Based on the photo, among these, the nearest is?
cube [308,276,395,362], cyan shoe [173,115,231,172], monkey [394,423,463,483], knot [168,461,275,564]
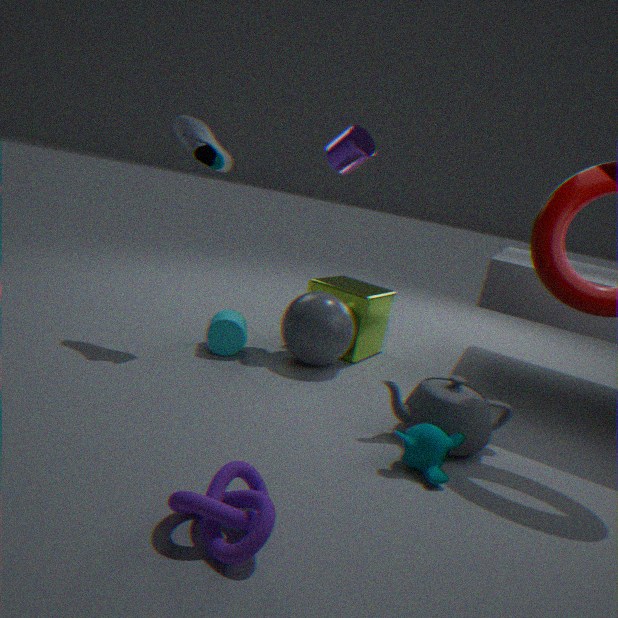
knot [168,461,275,564]
